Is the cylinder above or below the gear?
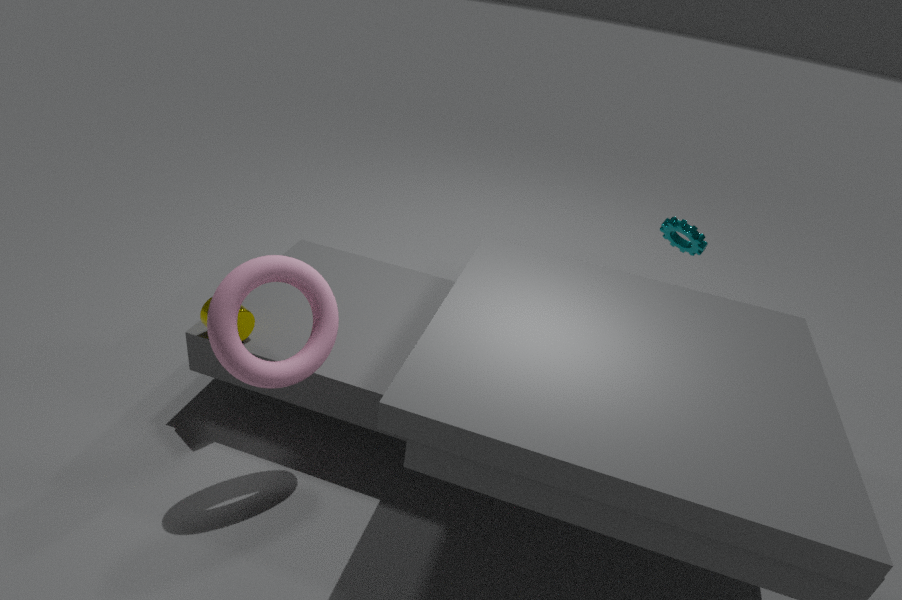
below
